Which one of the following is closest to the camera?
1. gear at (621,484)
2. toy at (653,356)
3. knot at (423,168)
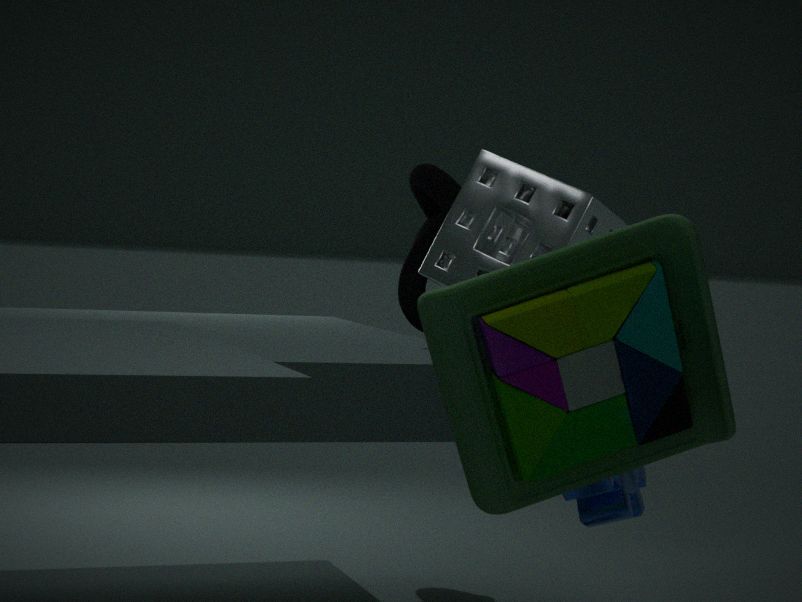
toy at (653,356)
